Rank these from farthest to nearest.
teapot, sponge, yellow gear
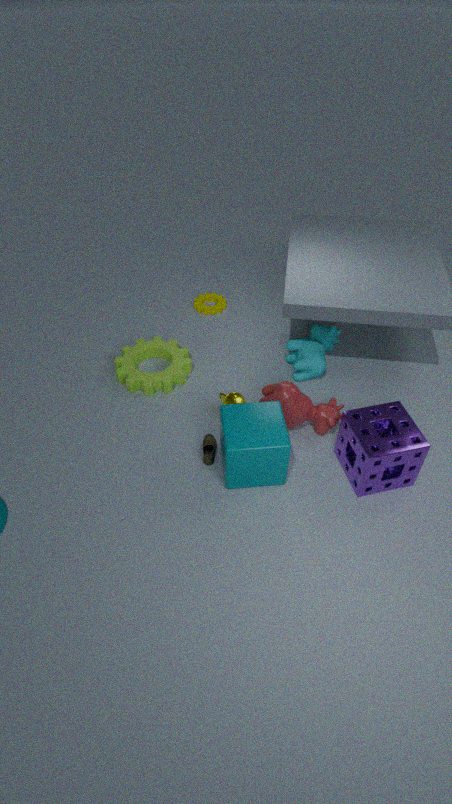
1. yellow gear
2. teapot
3. sponge
